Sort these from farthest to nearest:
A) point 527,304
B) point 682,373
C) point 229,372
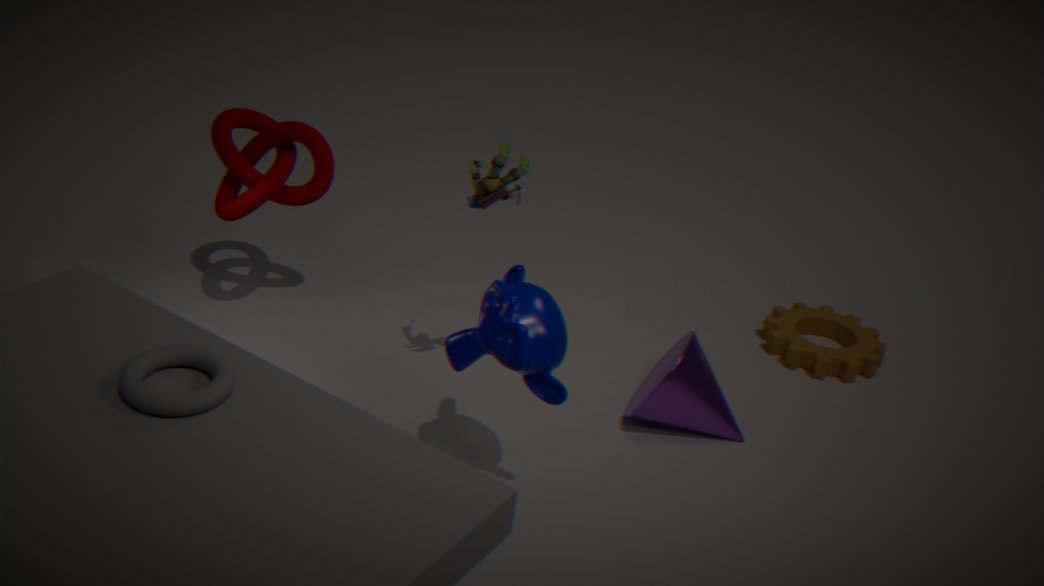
point 682,373, point 527,304, point 229,372
